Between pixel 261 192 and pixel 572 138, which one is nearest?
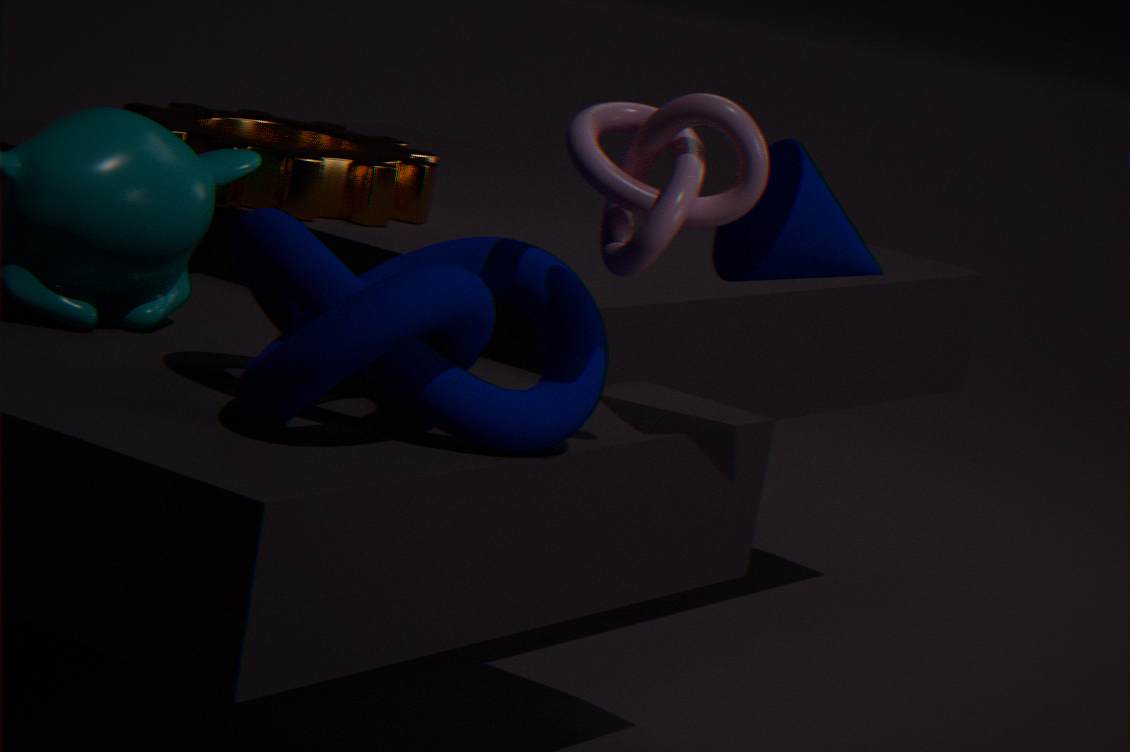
pixel 572 138
